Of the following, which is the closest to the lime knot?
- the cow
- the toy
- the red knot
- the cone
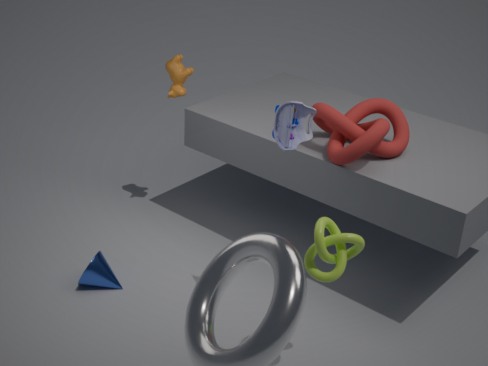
the toy
